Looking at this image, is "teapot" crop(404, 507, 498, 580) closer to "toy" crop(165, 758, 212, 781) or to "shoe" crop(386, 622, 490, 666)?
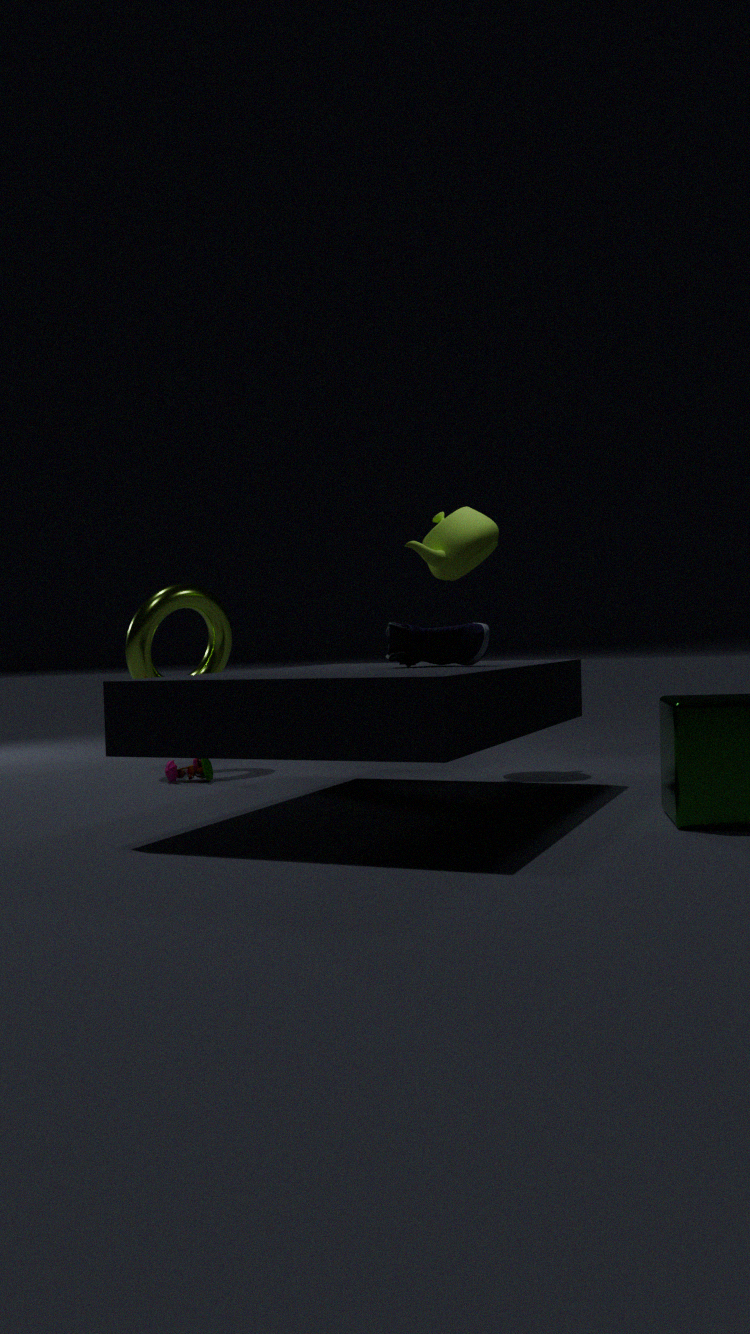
"shoe" crop(386, 622, 490, 666)
